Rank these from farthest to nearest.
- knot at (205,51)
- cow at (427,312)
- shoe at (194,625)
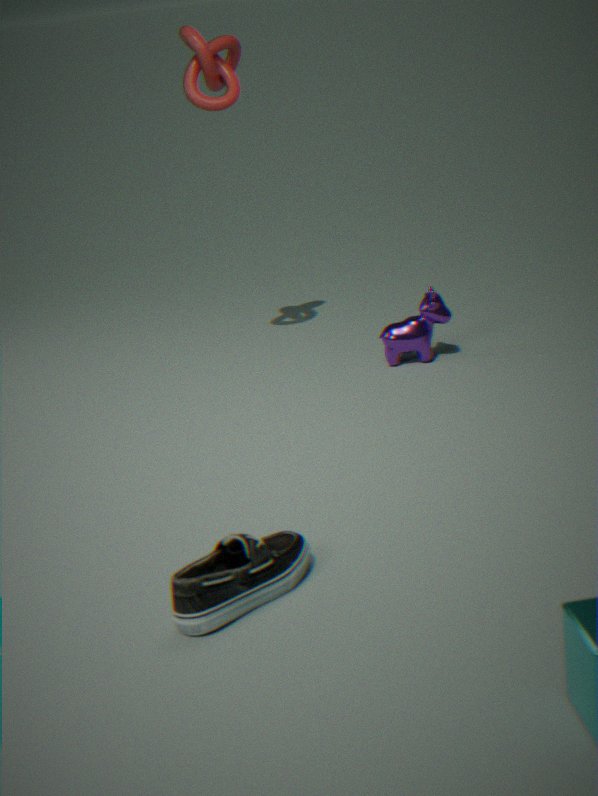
cow at (427,312) → knot at (205,51) → shoe at (194,625)
